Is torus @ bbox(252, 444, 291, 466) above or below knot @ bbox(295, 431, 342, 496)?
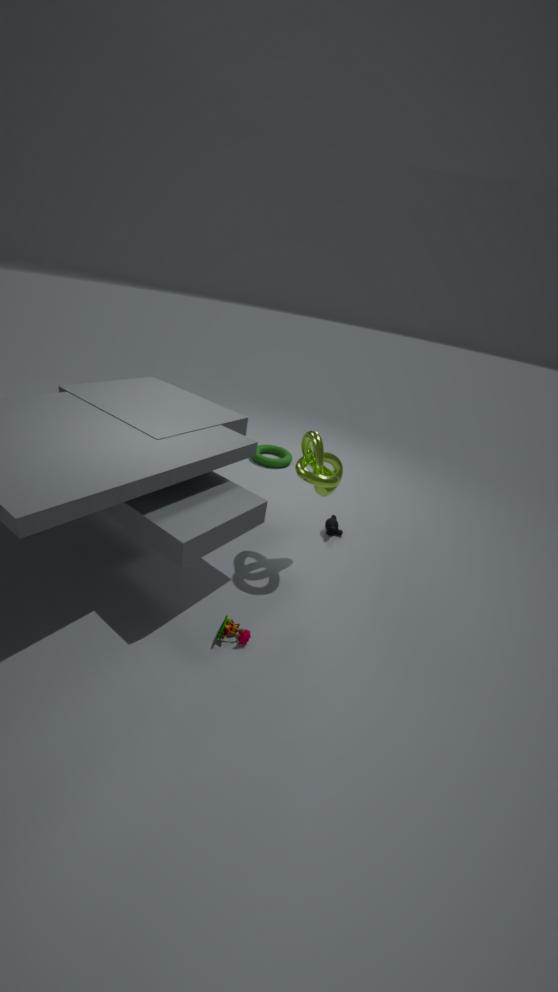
below
